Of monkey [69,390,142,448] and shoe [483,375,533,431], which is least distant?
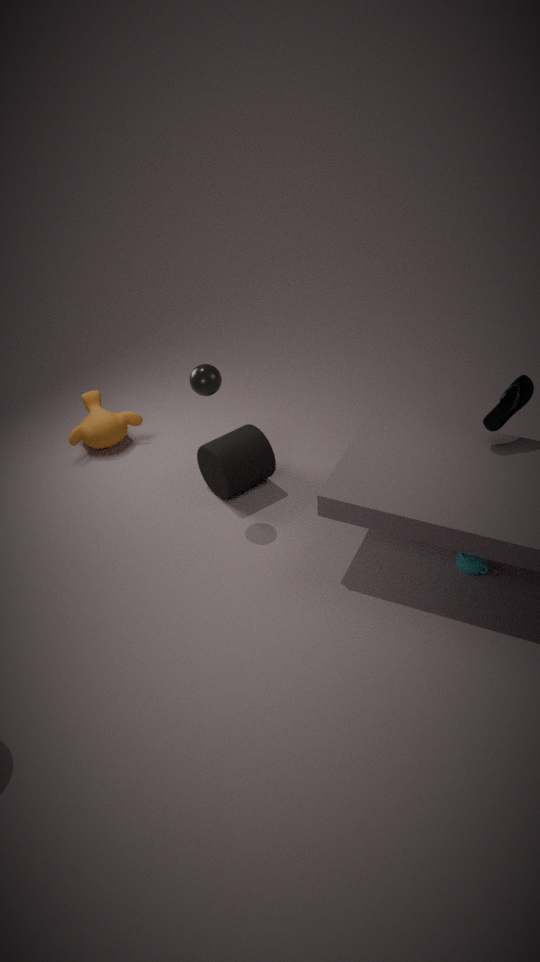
shoe [483,375,533,431]
